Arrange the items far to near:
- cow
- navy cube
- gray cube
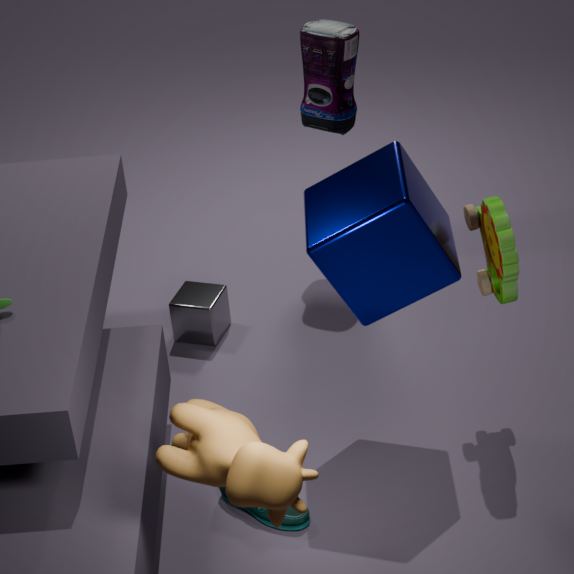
gray cube
navy cube
cow
